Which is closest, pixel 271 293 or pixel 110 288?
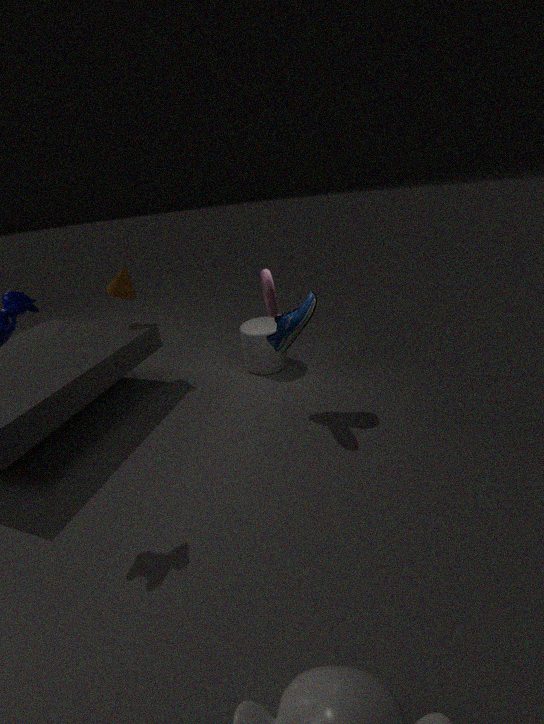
pixel 271 293
